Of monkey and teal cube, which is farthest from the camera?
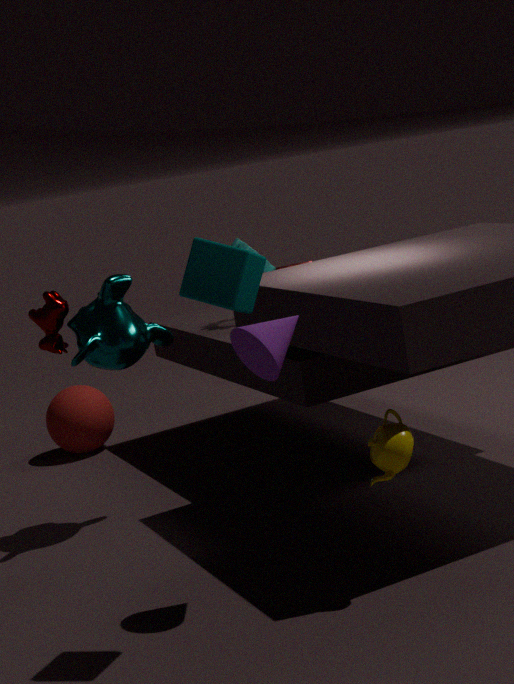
monkey
